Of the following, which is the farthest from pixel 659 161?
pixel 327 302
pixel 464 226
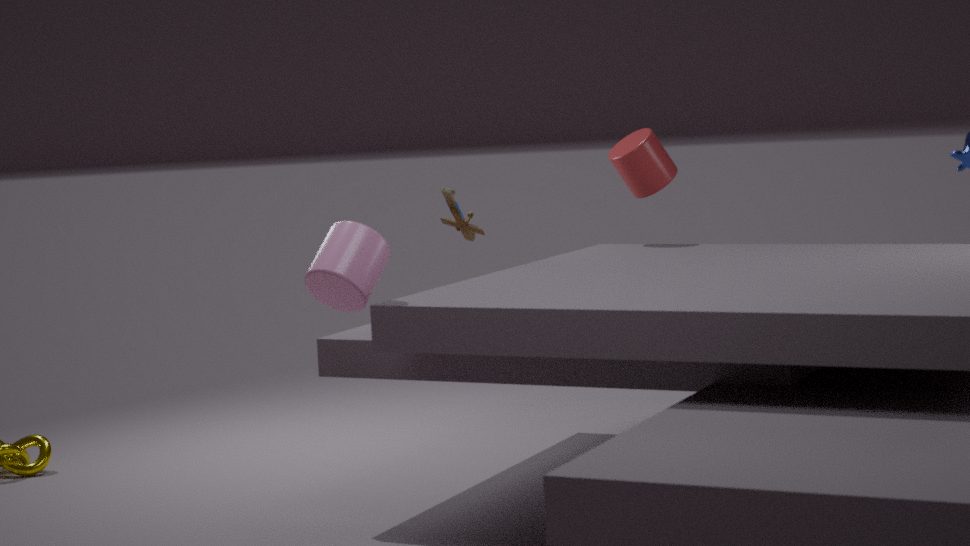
pixel 327 302
